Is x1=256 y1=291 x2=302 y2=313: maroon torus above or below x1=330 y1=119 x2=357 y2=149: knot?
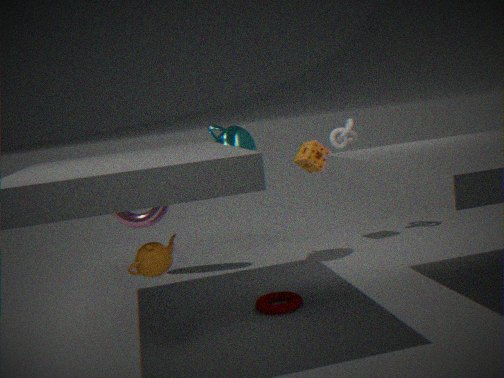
below
